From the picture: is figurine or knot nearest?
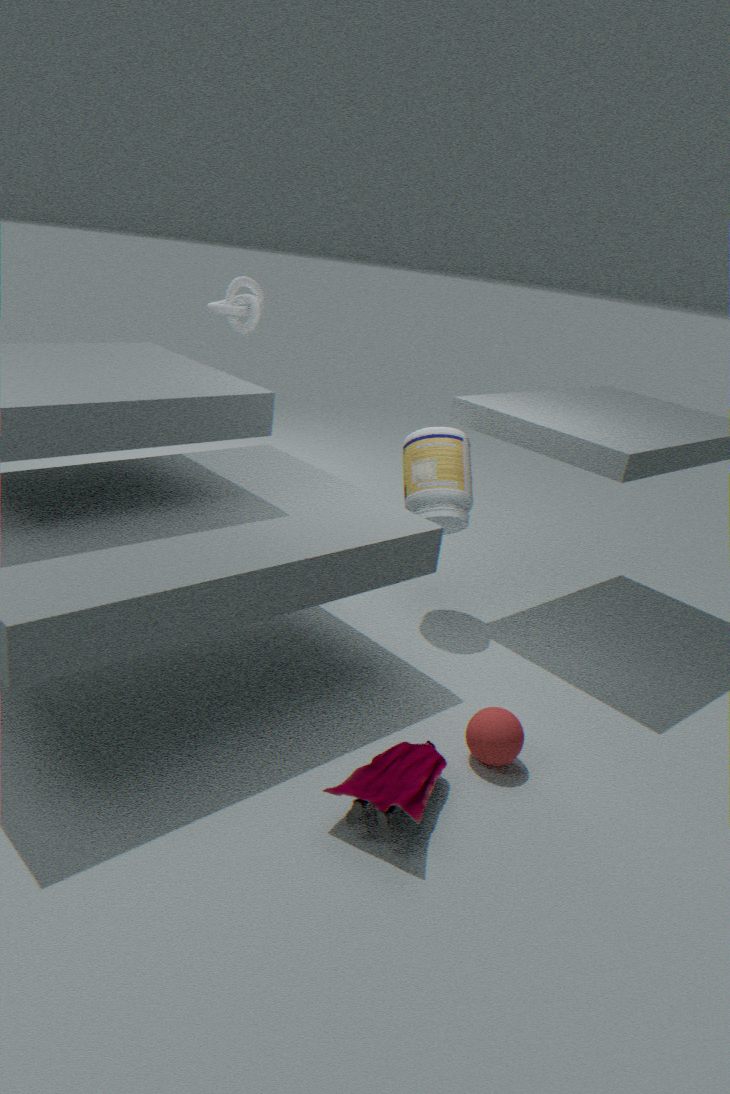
figurine
